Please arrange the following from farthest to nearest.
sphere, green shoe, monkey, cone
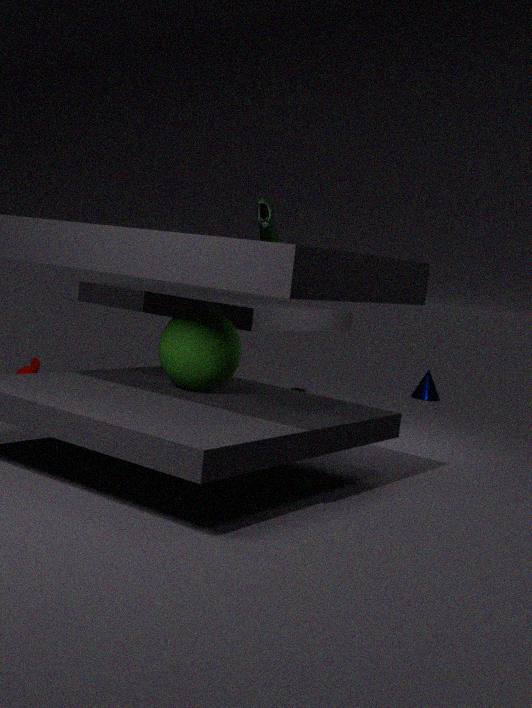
cone → green shoe → monkey → sphere
